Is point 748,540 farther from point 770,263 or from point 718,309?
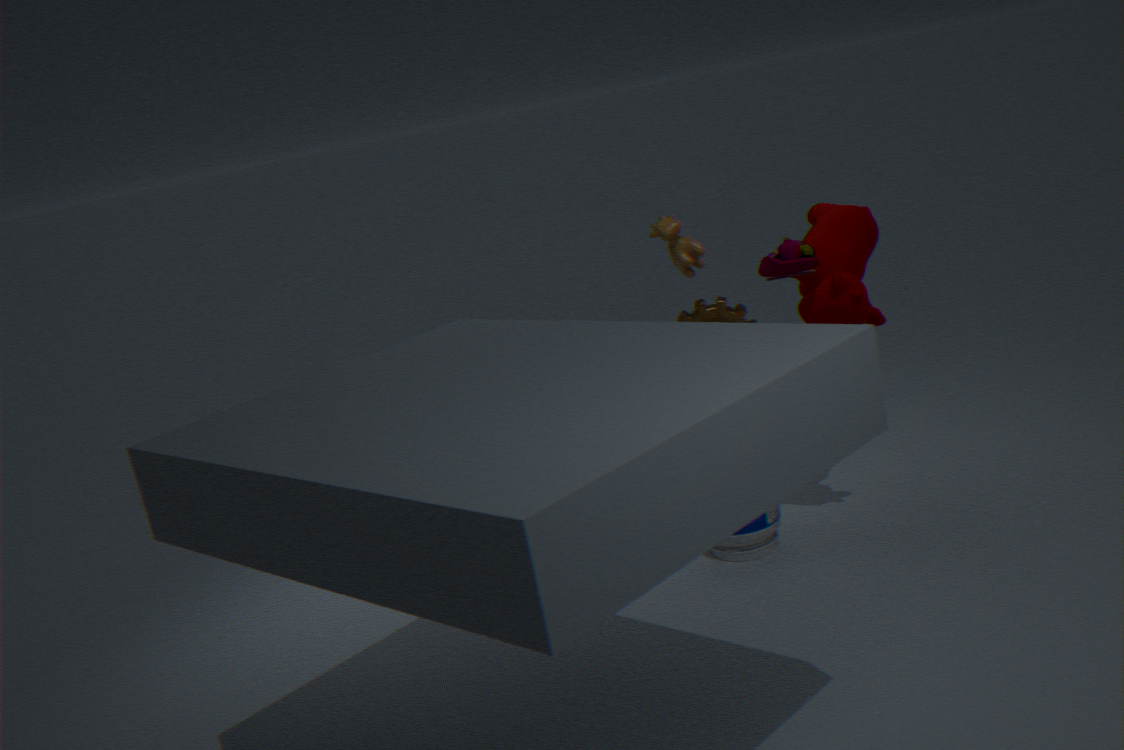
point 770,263
